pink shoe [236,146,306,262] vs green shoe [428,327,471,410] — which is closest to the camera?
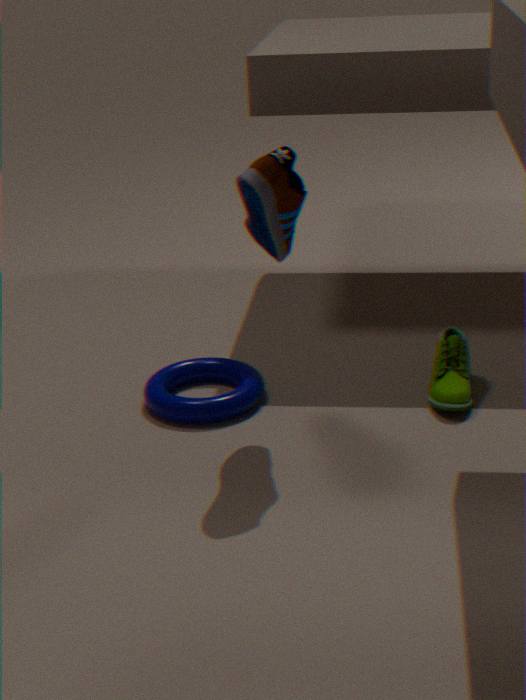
pink shoe [236,146,306,262]
